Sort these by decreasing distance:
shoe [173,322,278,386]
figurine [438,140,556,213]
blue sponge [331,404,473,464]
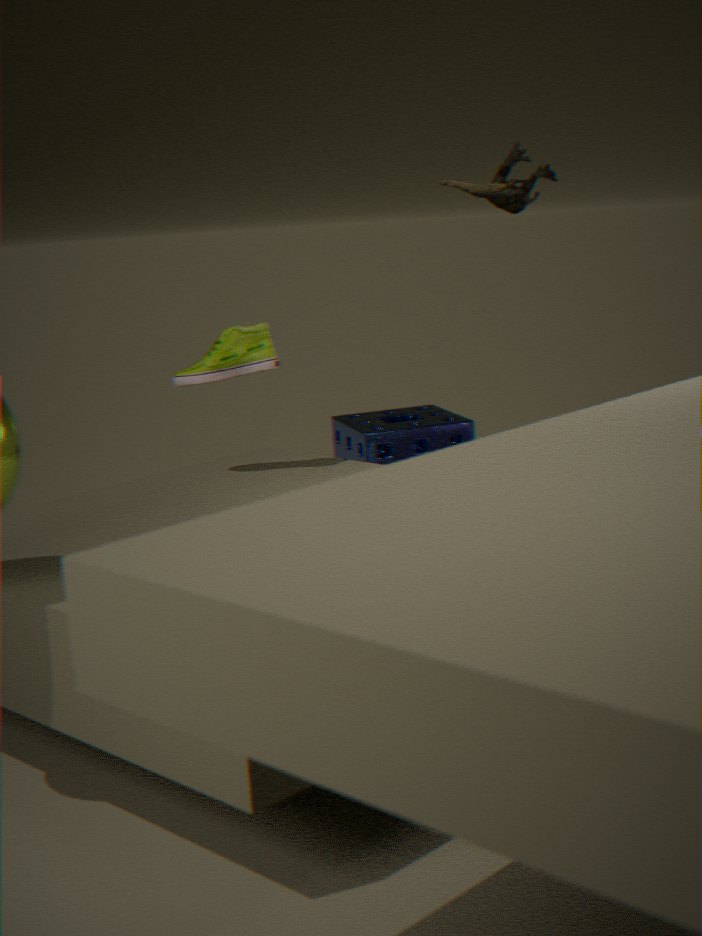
blue sponge [331,404,473,464] < shoe [173,322,278,386] < figurine [438,140,556,213]
